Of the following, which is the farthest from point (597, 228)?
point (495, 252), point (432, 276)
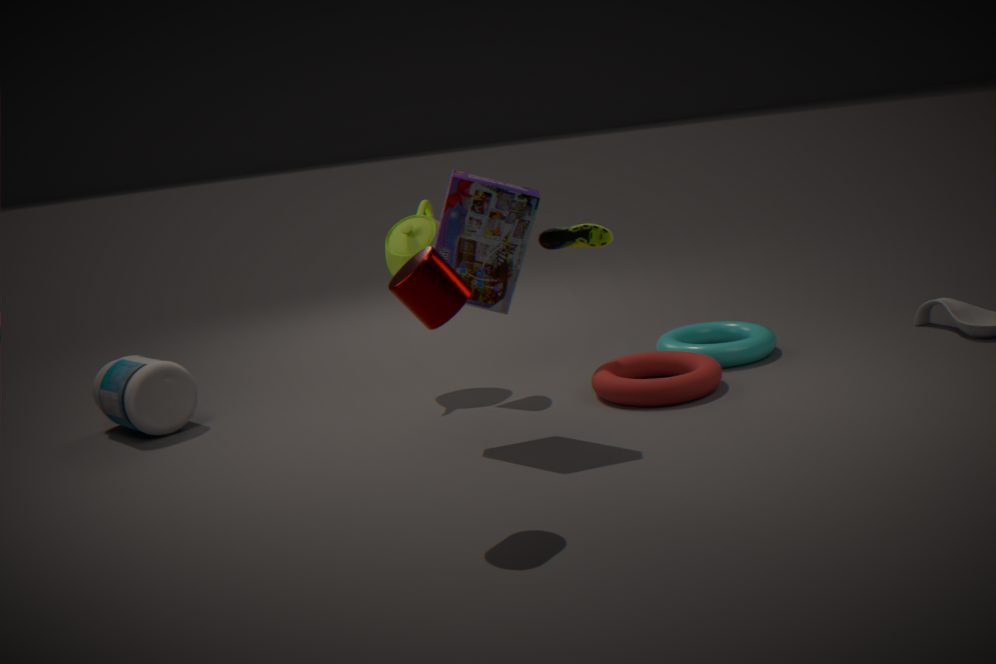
point (432, 276)
